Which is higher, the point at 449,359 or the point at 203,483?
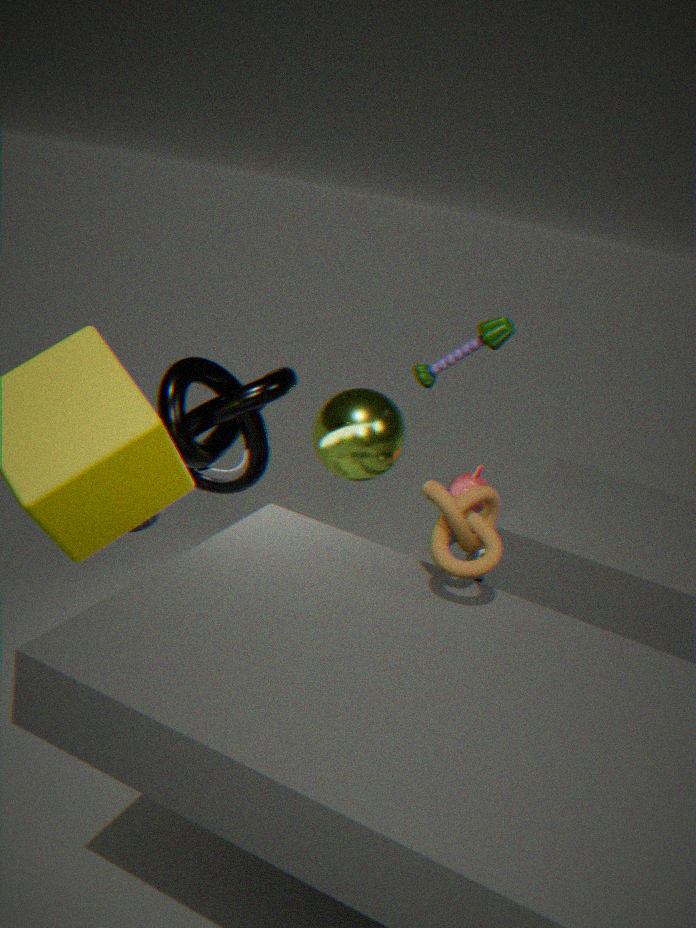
the point at 449,359
